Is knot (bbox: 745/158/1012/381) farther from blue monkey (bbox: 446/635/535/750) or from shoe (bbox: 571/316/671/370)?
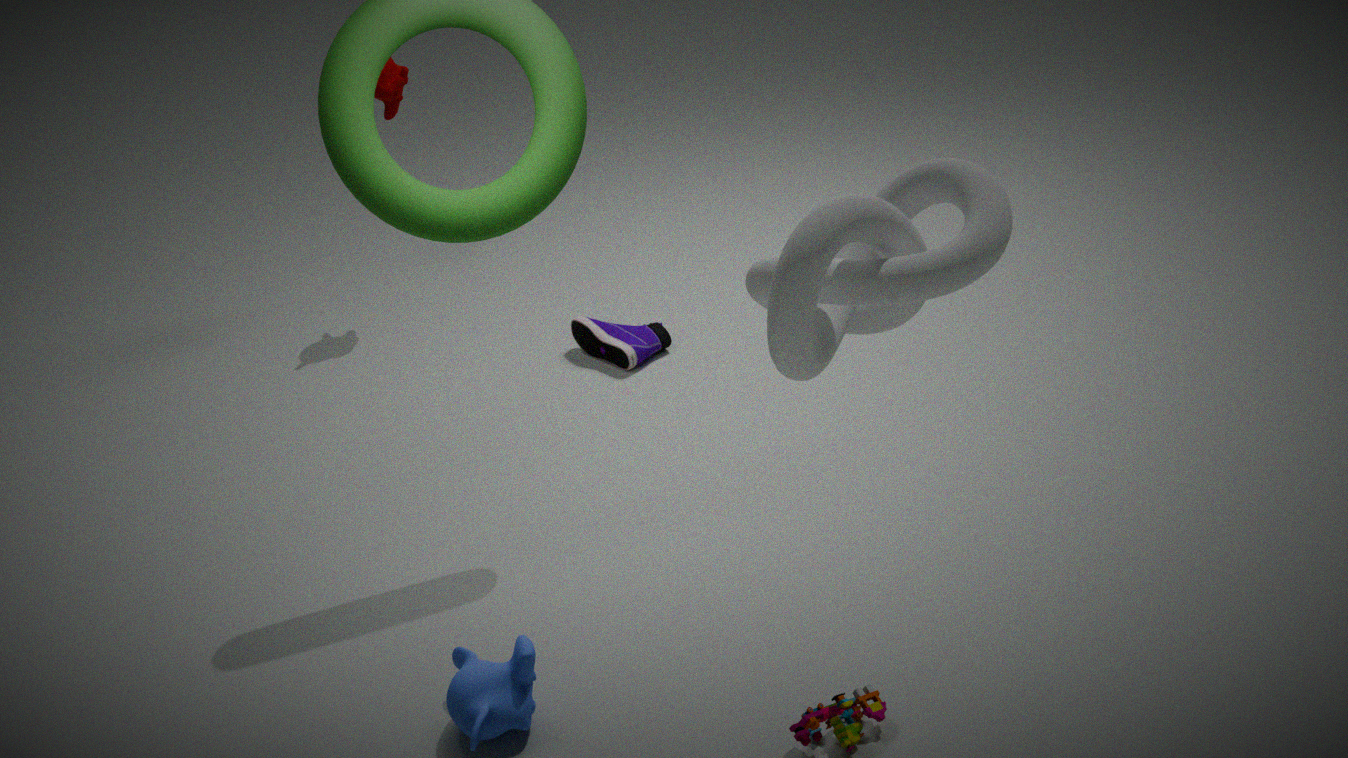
shoe (bbox: 571/316/671/370)
